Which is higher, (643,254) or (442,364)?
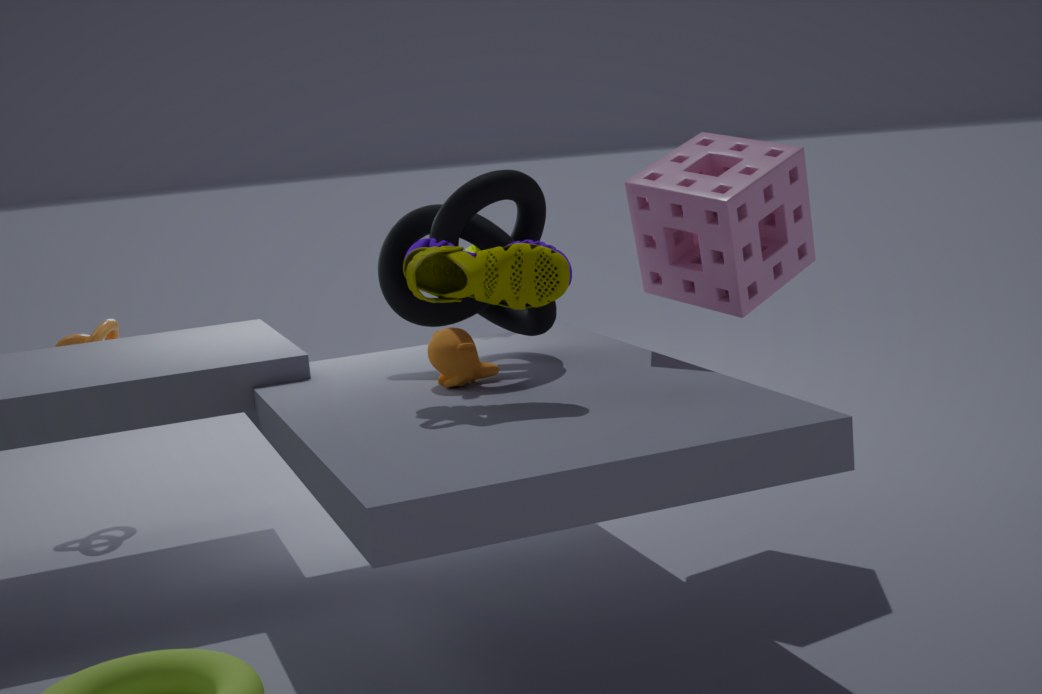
(643,254)
